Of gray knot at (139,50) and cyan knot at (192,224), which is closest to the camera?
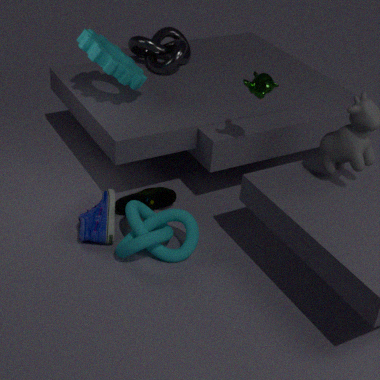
cyan knot at (192,224)
